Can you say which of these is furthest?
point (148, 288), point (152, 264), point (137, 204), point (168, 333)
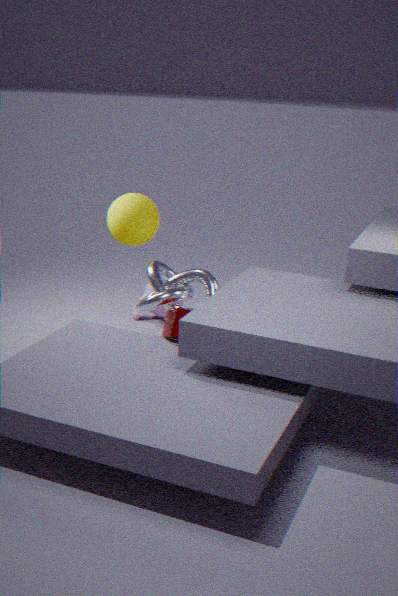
point (148, 288)
